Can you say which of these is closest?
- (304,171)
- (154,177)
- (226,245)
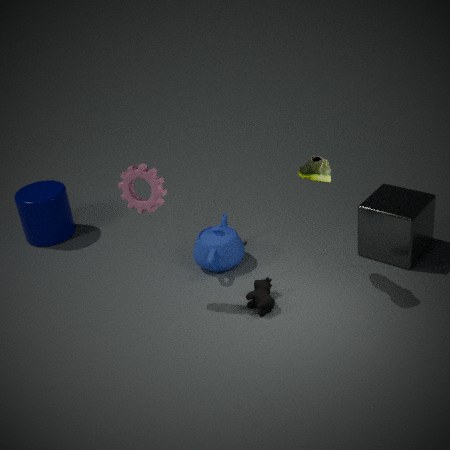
(154,177)
